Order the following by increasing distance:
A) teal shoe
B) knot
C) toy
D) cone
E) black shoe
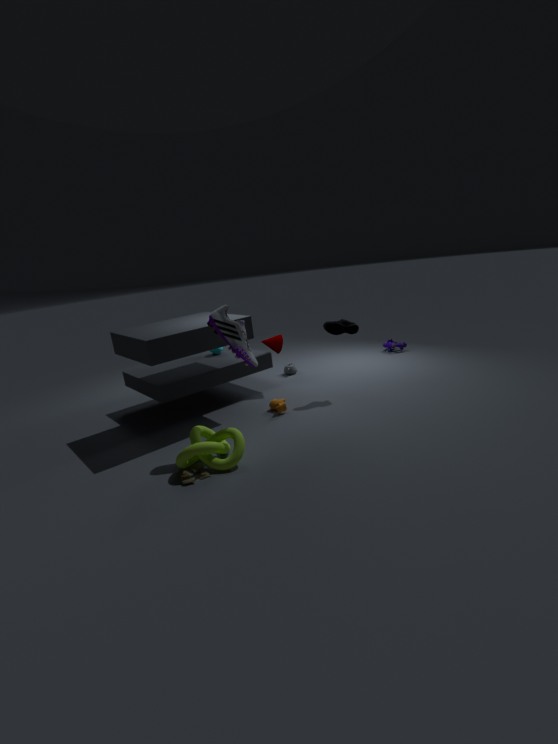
toy
knot
black shoe
teal shoe
cone
